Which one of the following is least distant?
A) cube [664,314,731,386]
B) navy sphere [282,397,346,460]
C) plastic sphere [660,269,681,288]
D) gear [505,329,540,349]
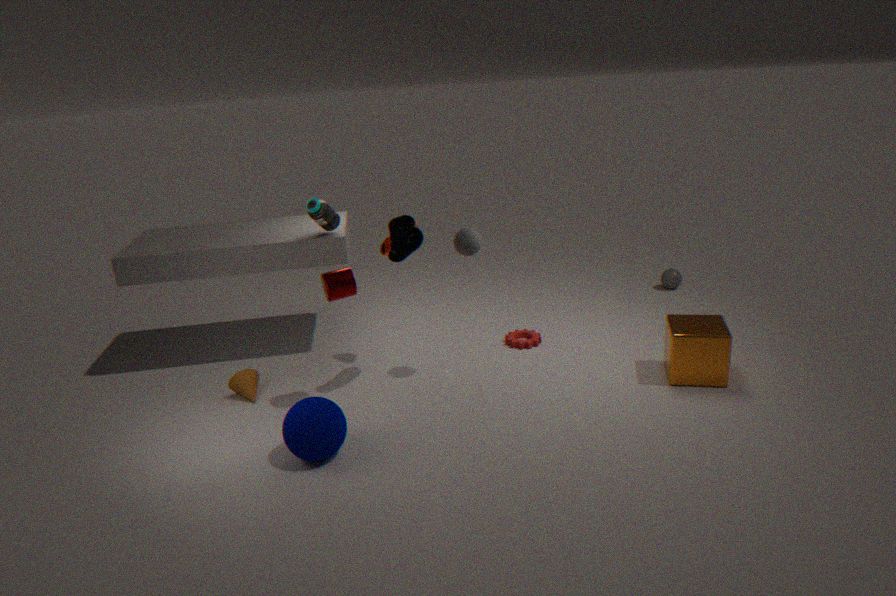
navy sphere [282,397,346,460]
